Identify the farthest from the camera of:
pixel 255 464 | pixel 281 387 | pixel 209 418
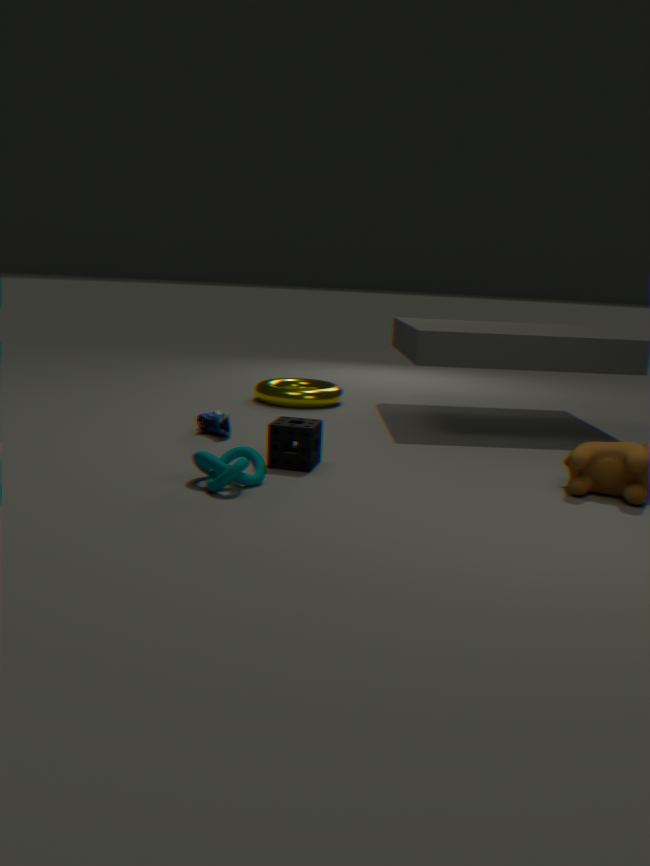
pixel 281 387
